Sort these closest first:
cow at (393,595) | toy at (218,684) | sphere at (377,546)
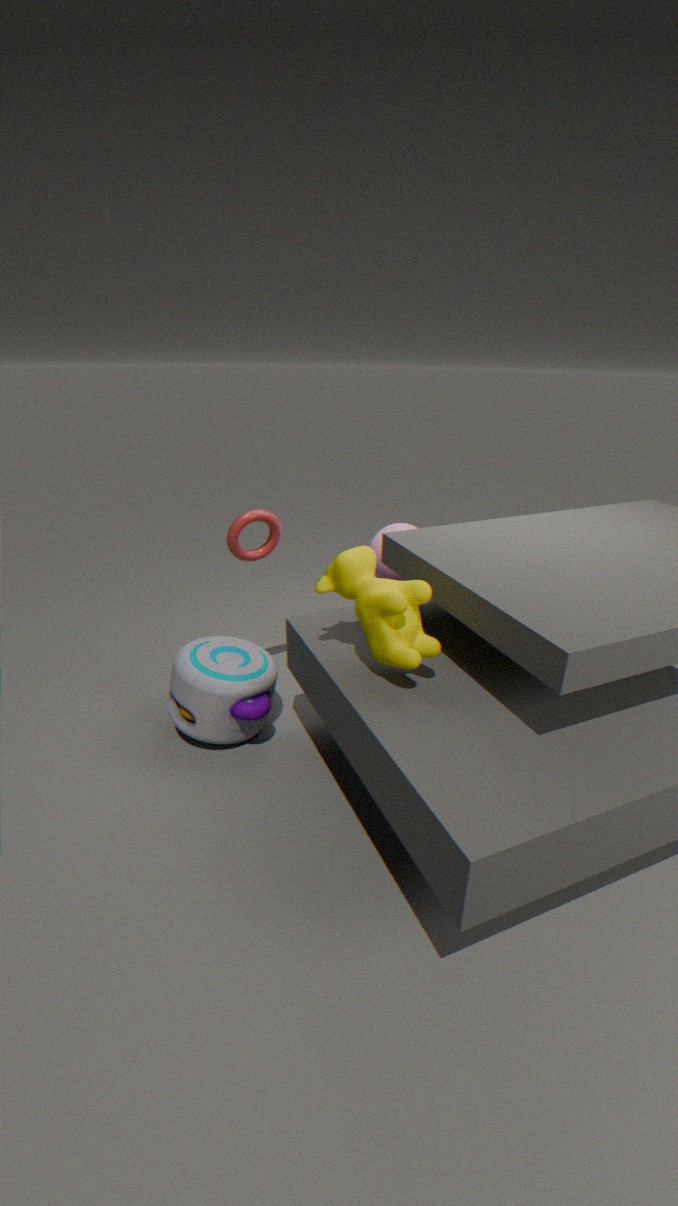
cow at (393,595), toy at (218,684), sphere at (377,546)
